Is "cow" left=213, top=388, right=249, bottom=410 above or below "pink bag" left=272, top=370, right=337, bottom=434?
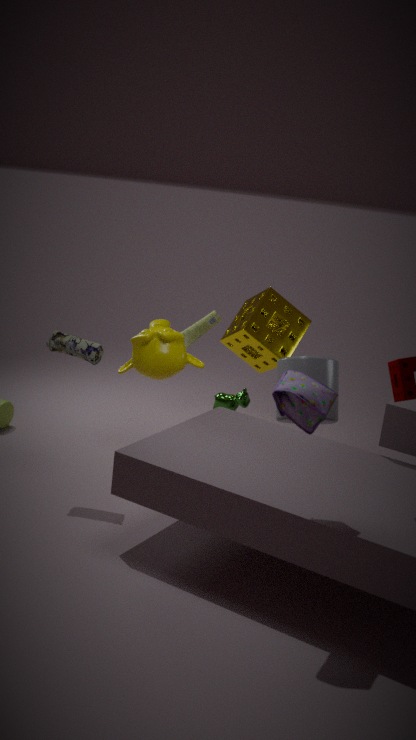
below
